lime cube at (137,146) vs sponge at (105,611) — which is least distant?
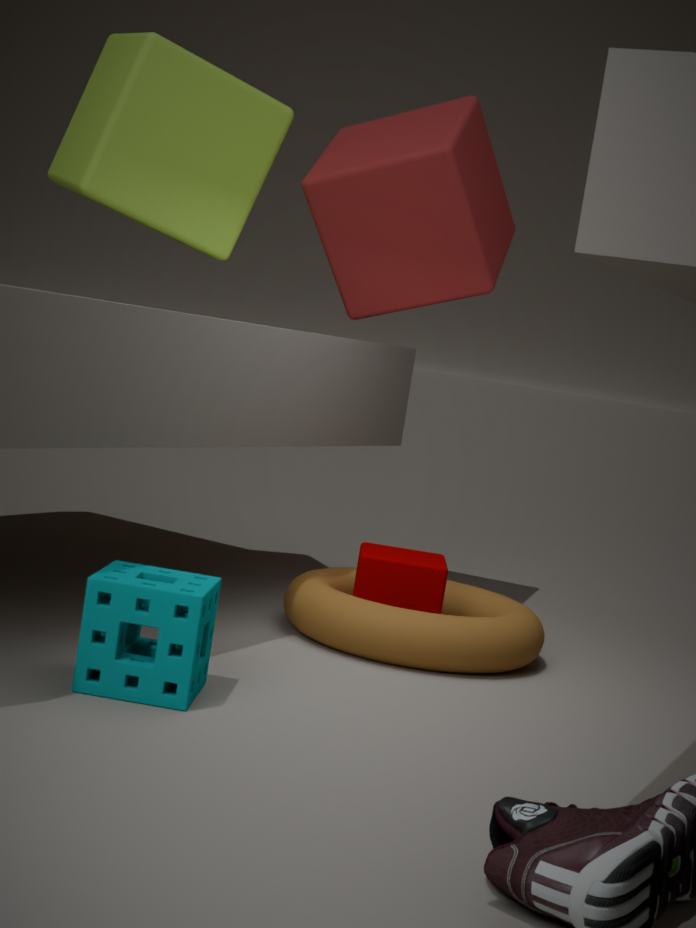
sponge at (105,611)
